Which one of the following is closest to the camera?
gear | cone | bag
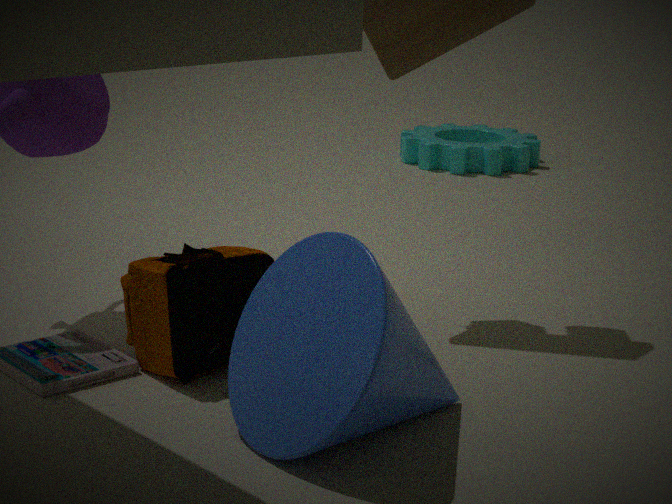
cone
